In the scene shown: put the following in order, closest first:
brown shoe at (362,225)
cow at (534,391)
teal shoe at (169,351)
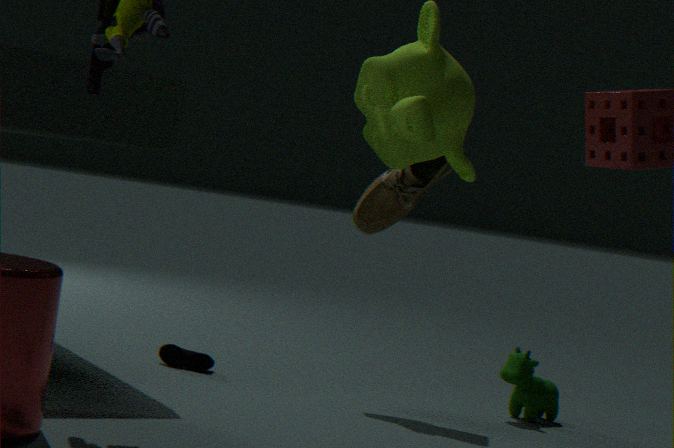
brown shoe at (362,225), cow at (534,391), teal shoe at (169,351)
